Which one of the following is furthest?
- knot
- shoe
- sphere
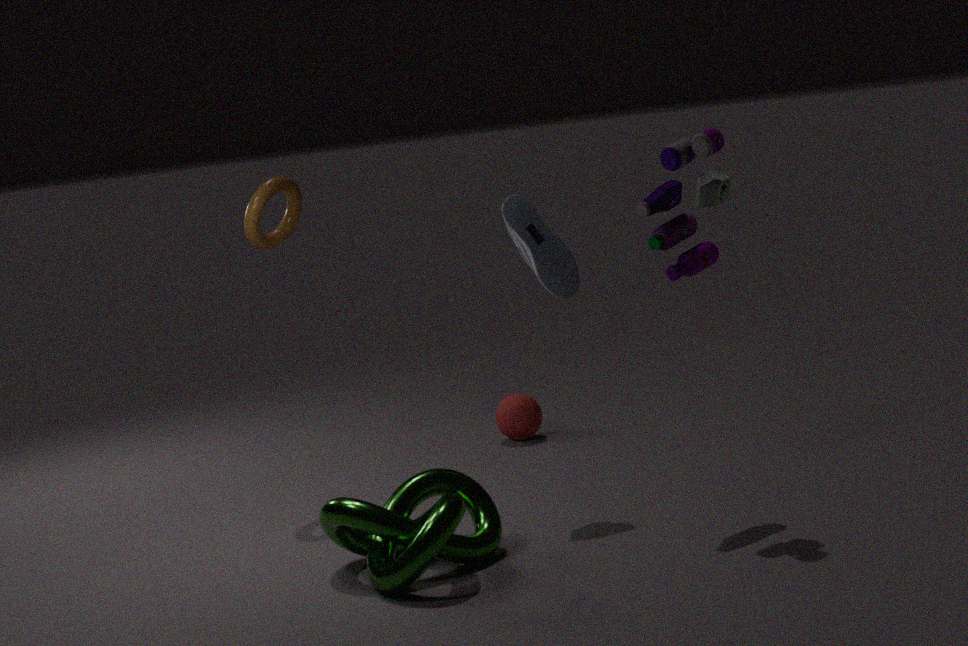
sphere
